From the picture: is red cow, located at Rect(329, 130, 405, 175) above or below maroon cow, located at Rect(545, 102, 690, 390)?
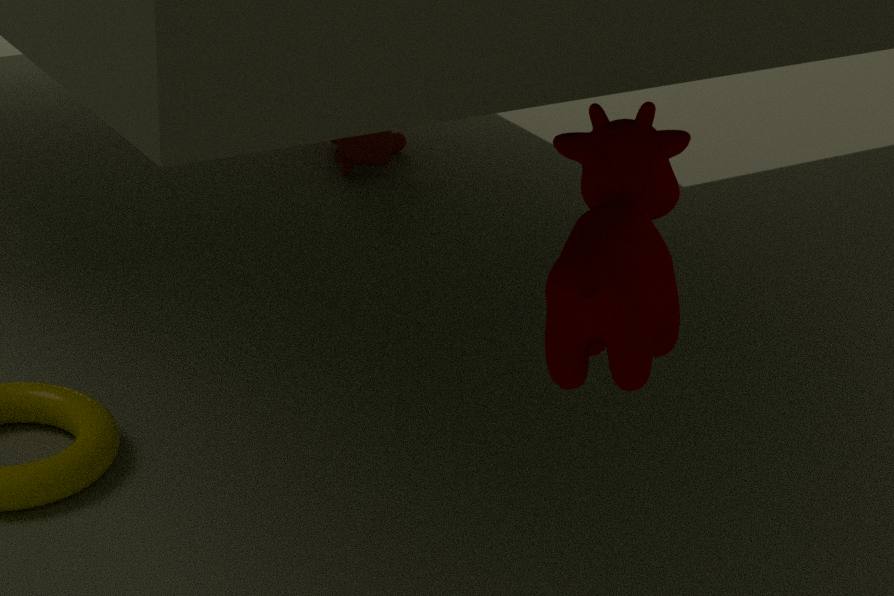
below
